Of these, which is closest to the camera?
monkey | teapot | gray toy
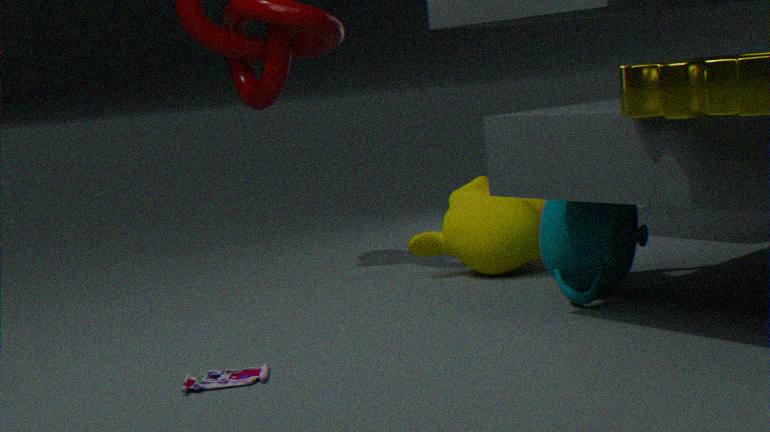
gray toy
